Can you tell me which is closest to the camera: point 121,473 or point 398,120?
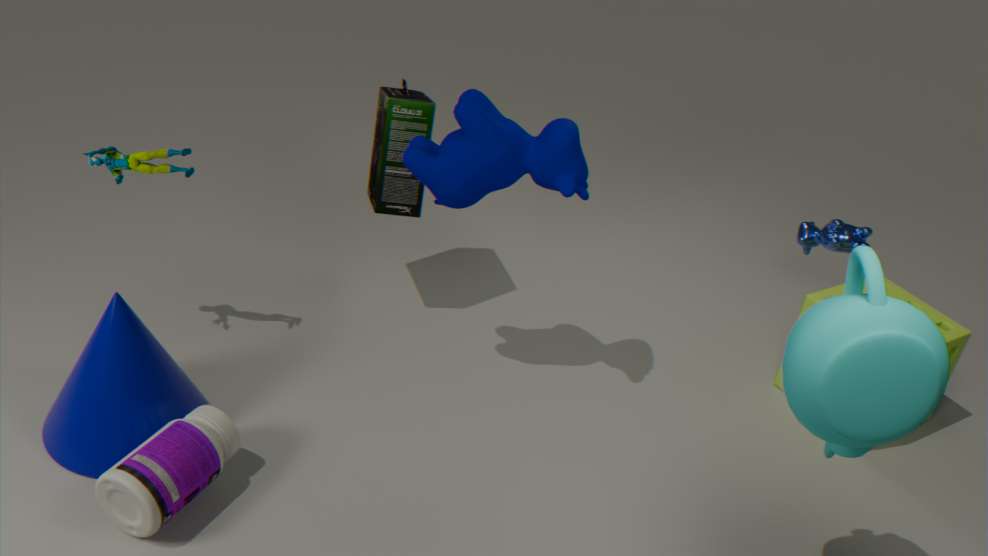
point 121,473
